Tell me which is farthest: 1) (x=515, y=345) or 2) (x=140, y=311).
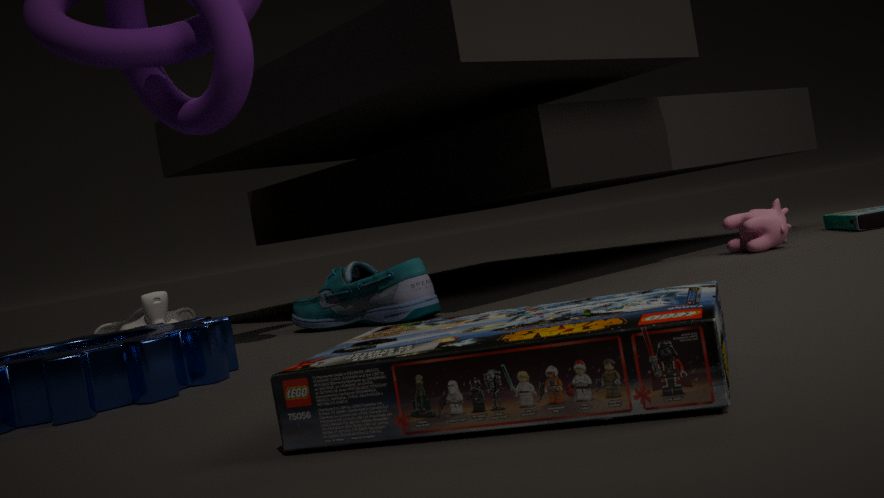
2. (x=140, y=311)
